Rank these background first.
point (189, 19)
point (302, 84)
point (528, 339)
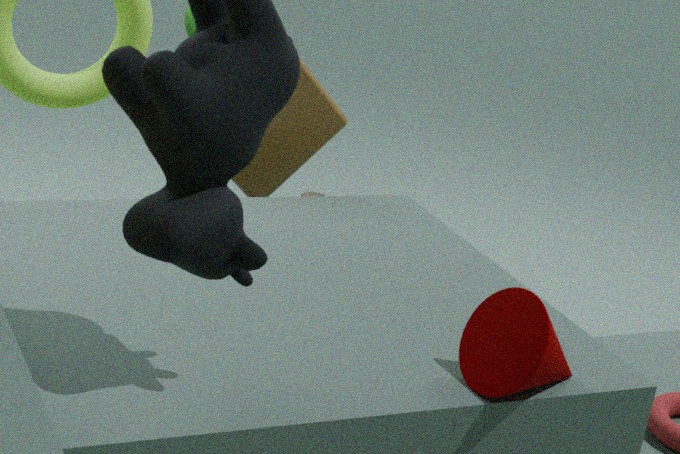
point (302, 84)
point (189, 19)
point (528, 339)
